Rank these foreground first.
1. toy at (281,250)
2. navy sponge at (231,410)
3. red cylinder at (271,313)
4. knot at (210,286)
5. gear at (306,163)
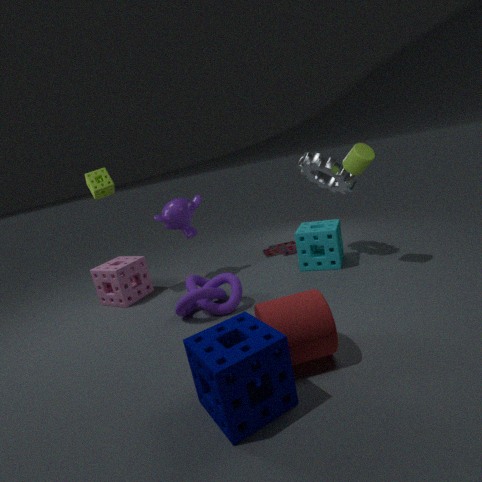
navy sponge at (231,410) → red cylinder at (271,313) → knot at (210,286) → gear at (306,163) → toy at (281,250)
